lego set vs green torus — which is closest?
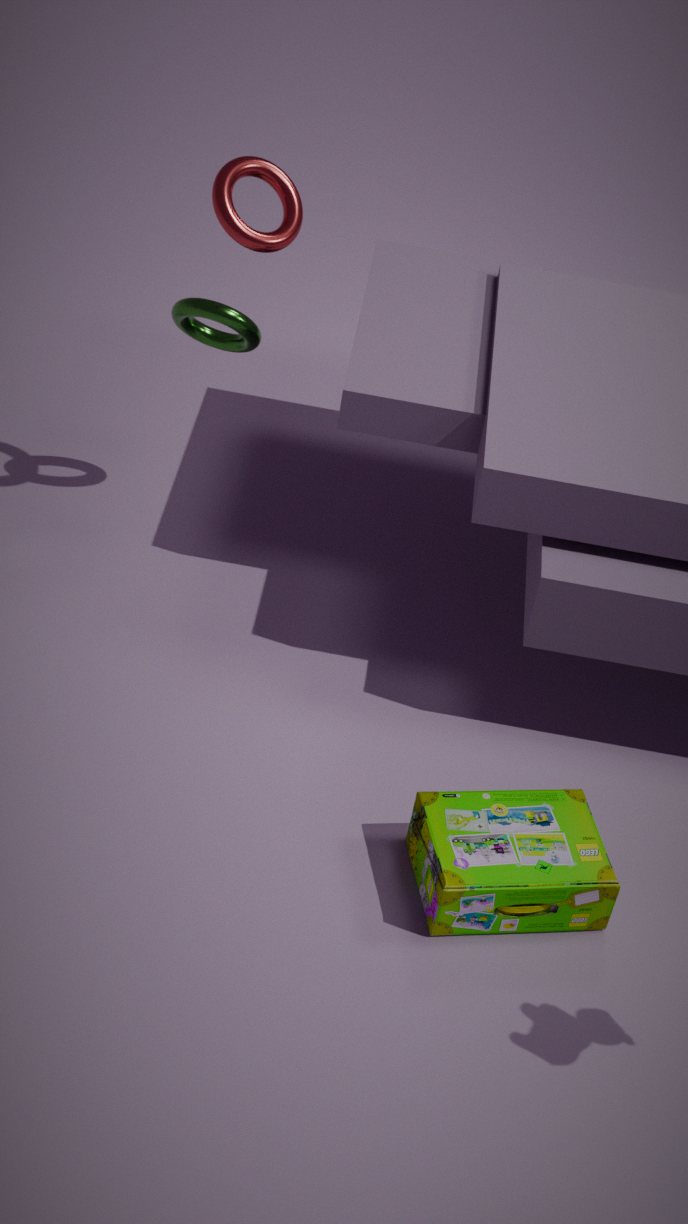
lego set
